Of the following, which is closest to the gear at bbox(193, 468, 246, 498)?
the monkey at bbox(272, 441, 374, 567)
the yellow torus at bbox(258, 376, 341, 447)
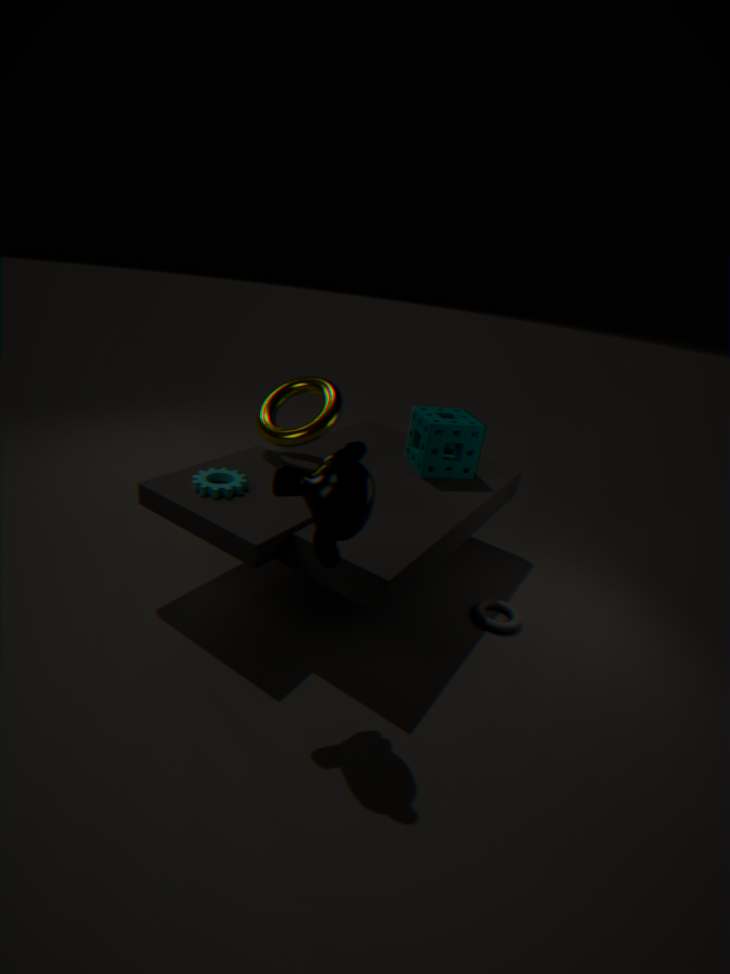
the yellow torus at bbox(258, 376, 341, 447)
